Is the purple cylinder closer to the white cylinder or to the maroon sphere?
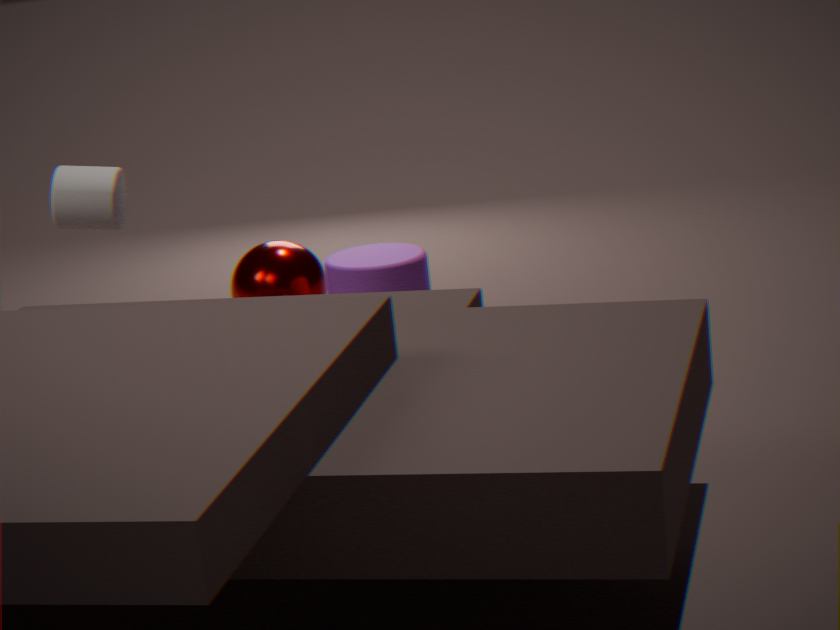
the maroon sphere
